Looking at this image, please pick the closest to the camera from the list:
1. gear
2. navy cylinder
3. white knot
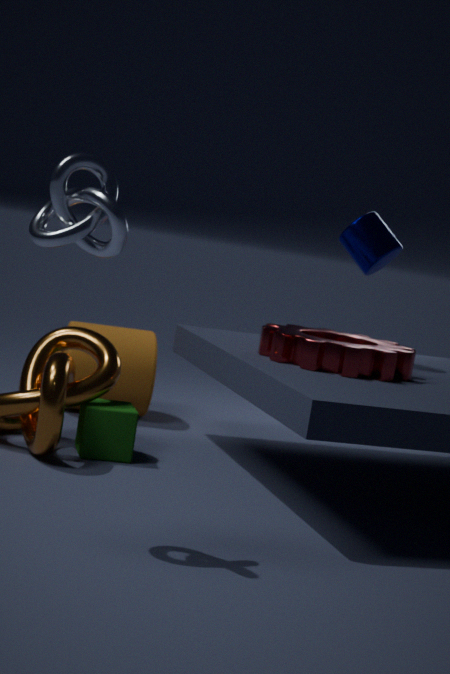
white knot
